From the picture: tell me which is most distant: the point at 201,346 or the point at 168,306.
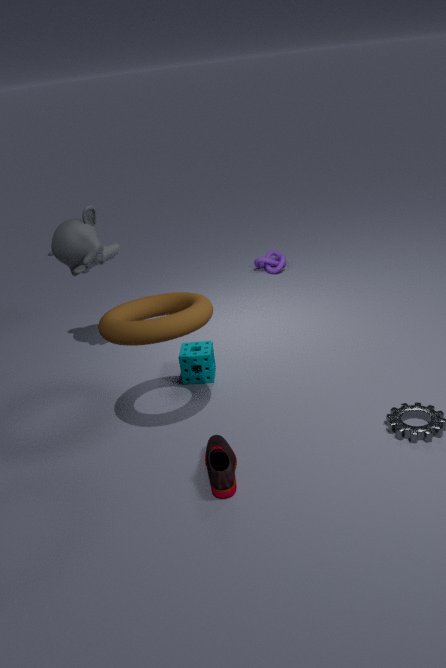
the point at 201,346
